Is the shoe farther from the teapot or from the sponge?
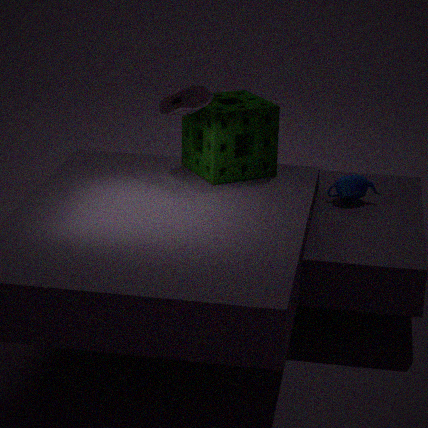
the teapot
